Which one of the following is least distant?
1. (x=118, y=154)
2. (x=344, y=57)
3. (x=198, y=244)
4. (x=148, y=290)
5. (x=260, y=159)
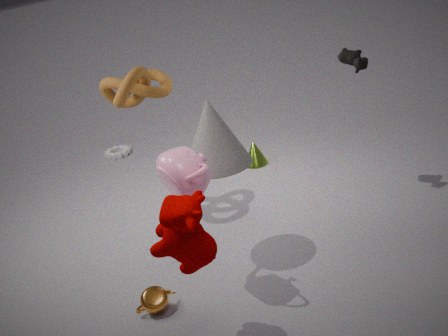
(x=198, y=244)
